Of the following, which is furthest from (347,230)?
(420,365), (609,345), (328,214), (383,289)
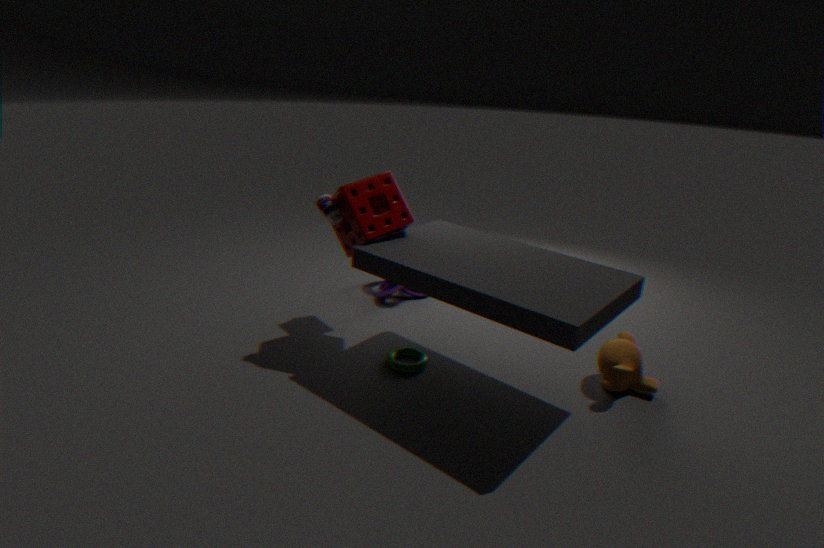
(609,345)
